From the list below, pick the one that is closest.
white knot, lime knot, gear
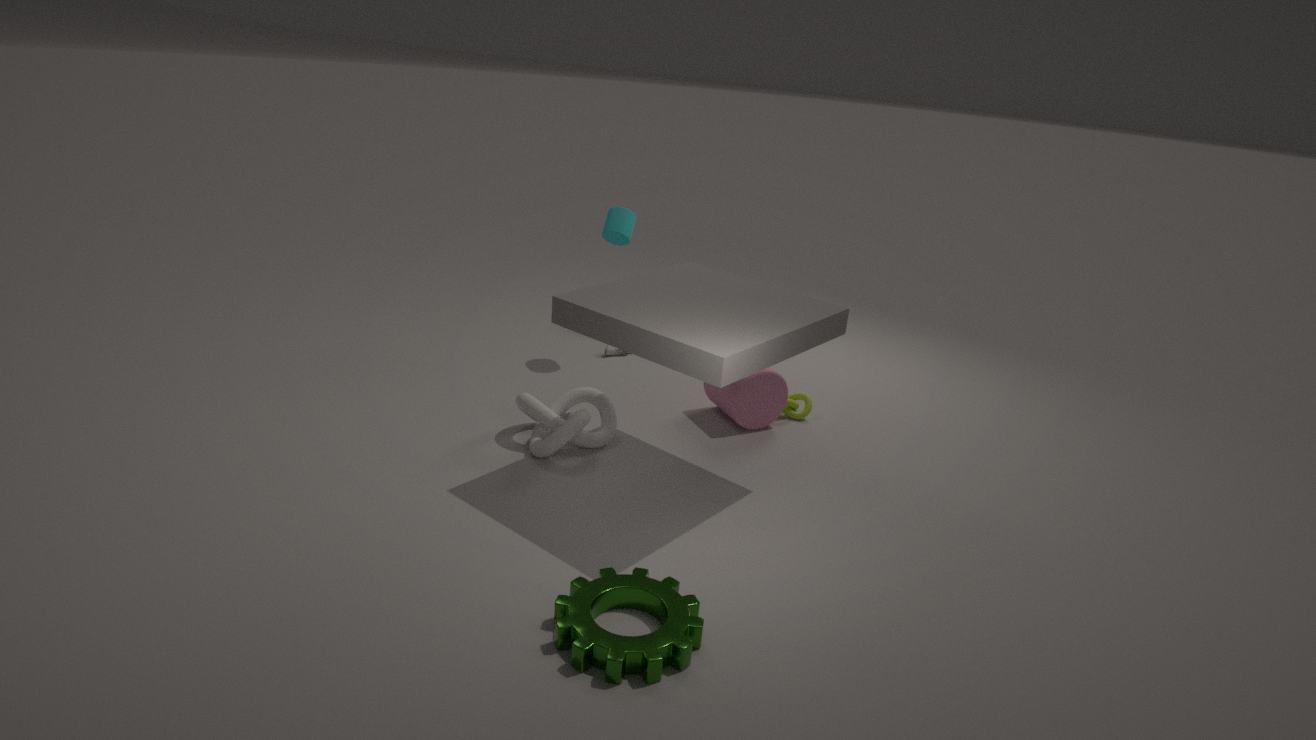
gear
